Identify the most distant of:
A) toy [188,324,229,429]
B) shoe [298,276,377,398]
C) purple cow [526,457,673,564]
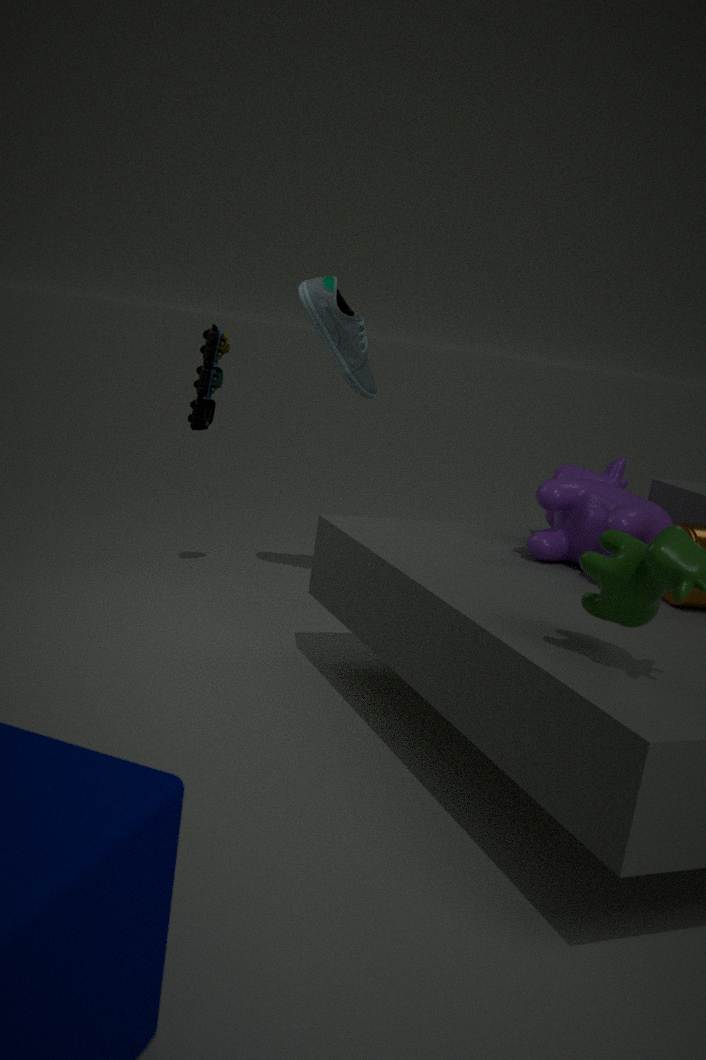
toy [188,324,229,429]
